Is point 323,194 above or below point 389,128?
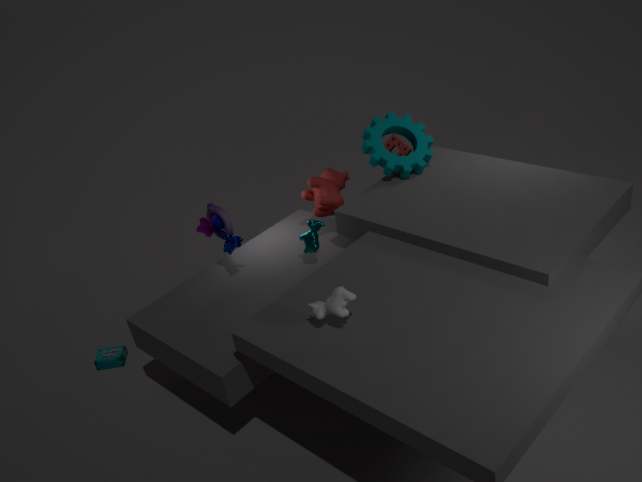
below
